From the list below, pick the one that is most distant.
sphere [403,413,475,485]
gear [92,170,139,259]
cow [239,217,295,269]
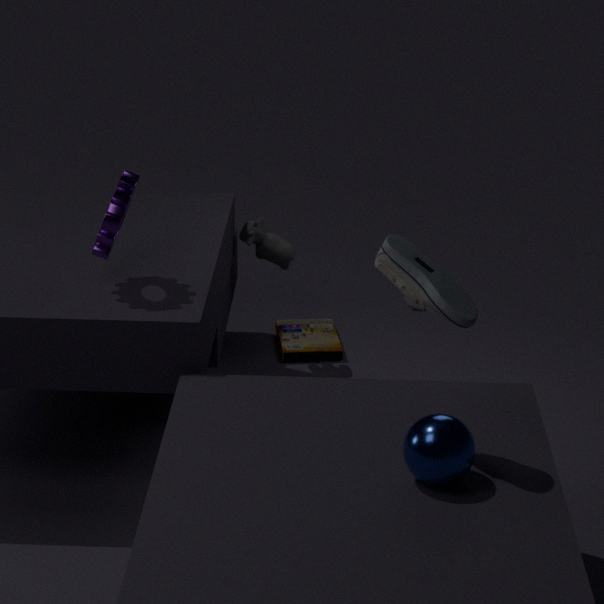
cow [239,217,295,269]
